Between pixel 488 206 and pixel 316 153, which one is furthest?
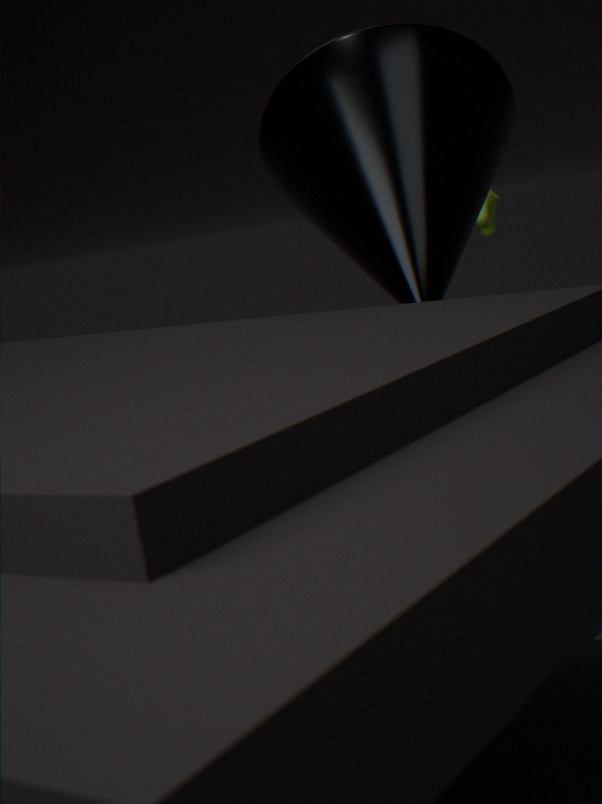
pixel 488 206
